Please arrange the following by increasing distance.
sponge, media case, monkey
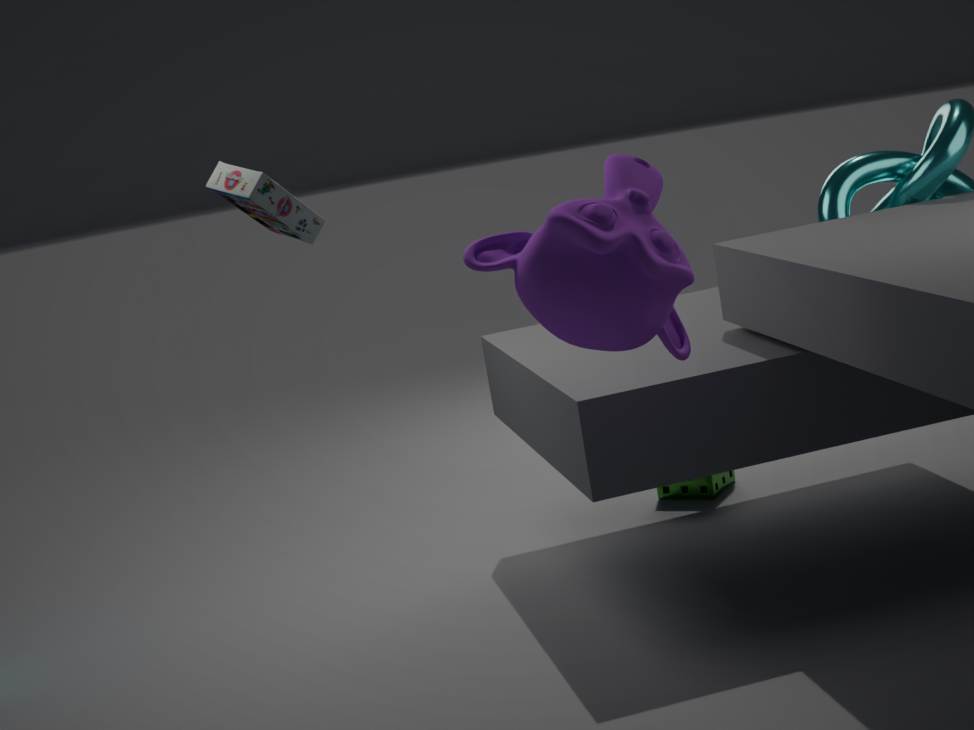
monkey
media case
sponge
